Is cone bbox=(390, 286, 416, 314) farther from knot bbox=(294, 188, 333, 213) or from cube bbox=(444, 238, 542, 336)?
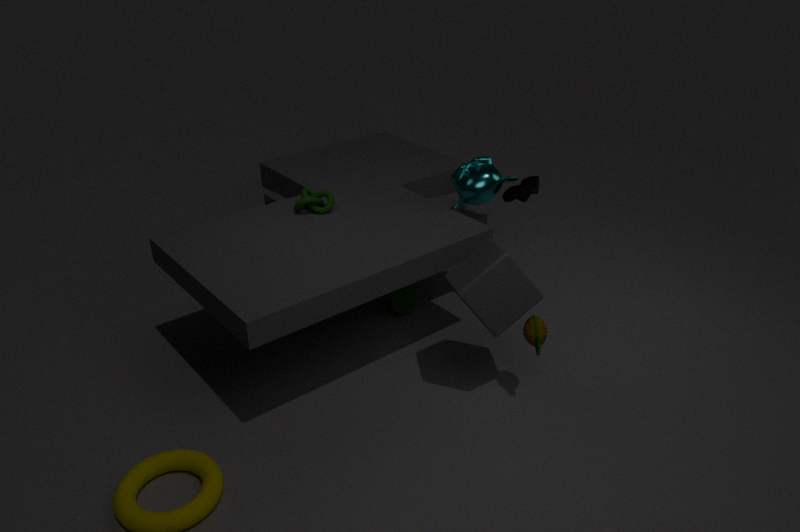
cube bbox=(444, 238, 542, 336)
